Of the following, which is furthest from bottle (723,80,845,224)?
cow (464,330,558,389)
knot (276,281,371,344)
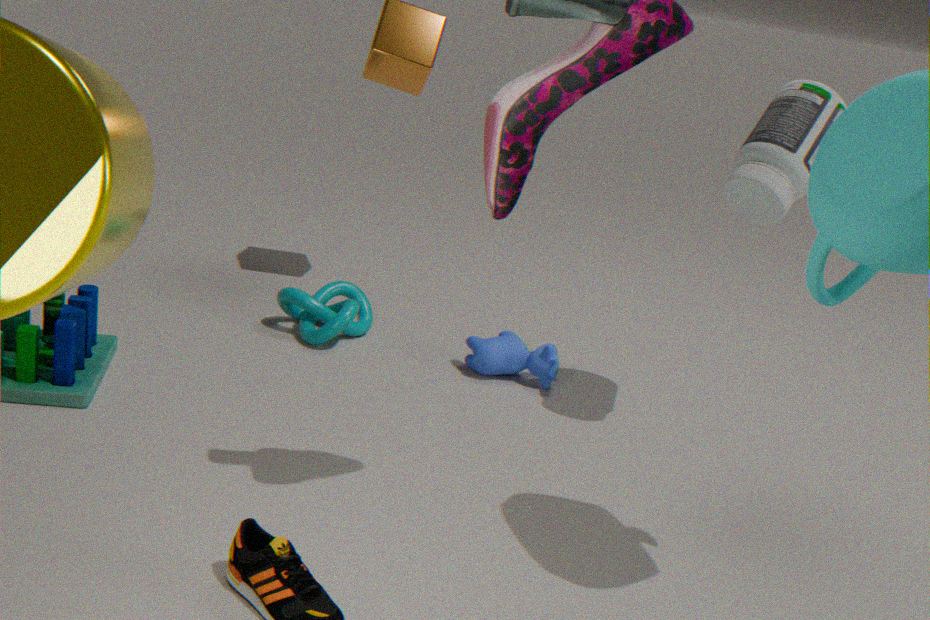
knot (276,281,371,344)
